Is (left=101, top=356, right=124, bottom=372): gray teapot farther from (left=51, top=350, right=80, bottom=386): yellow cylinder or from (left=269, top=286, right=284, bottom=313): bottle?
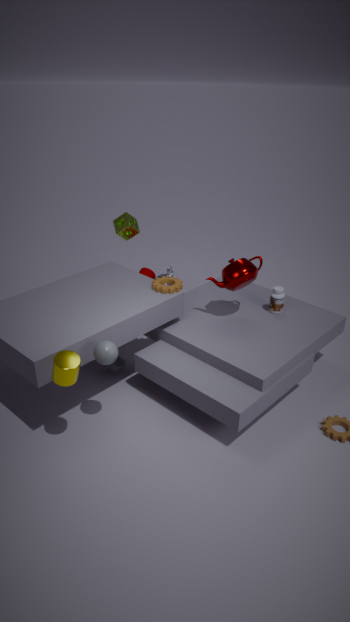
(left=269, top=286, right=284, bottom=313): bottle
